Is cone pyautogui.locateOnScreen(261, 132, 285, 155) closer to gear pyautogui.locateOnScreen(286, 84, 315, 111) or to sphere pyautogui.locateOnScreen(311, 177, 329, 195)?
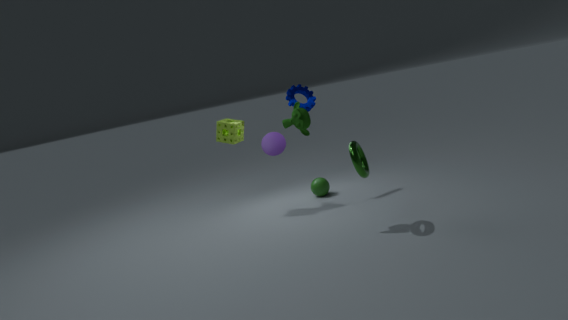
gear pyautogui.locateOnScreen(286, 84, 315, 111)
